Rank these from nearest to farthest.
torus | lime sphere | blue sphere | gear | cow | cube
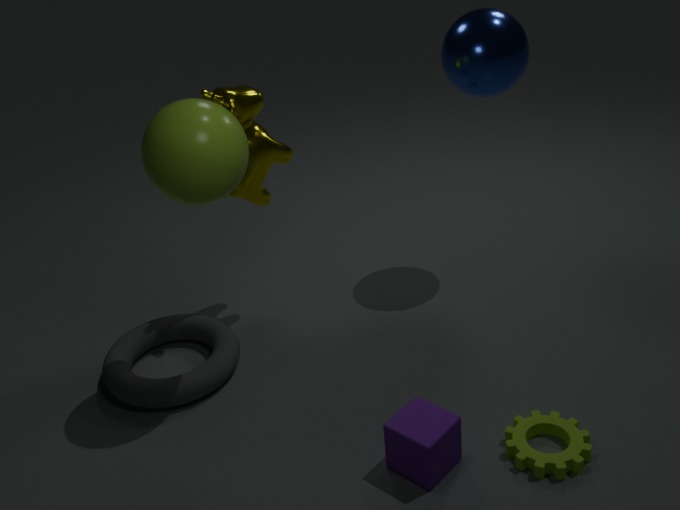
cube
gear
lime sphere
torus
cow
blue sphere
